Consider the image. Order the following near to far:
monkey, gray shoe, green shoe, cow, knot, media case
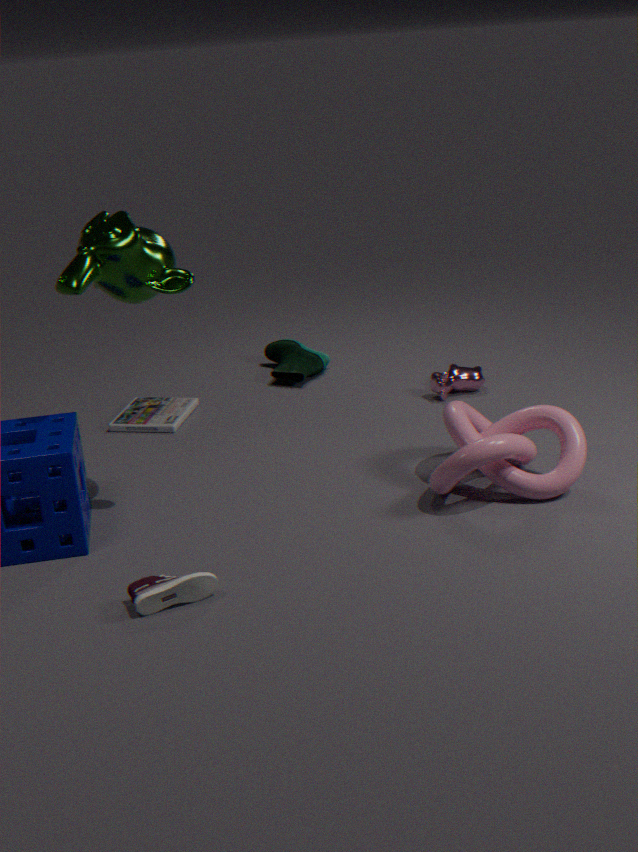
1. gray shoe
2. monkey
3. knot
4. media case
5. cow
6. green shoe
